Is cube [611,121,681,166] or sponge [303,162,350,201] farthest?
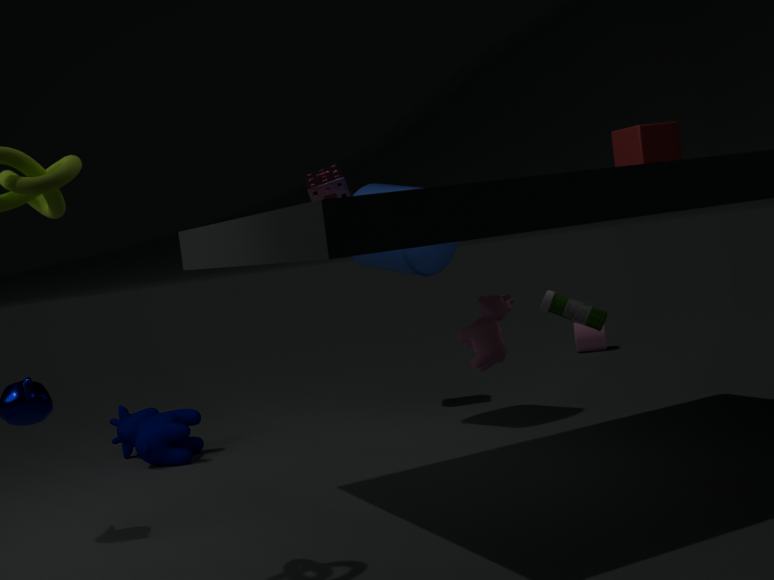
sponge [303,162,350,201]
